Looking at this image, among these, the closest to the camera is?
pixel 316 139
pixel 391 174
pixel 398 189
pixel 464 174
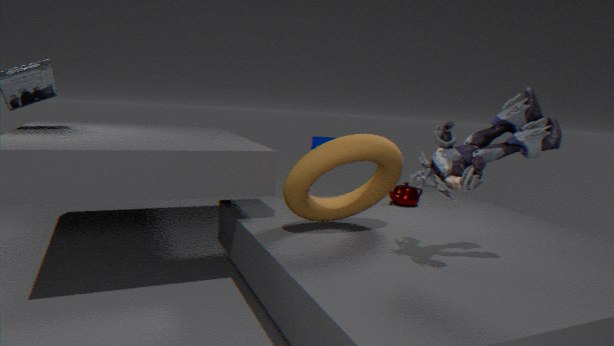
pixel 464 174
